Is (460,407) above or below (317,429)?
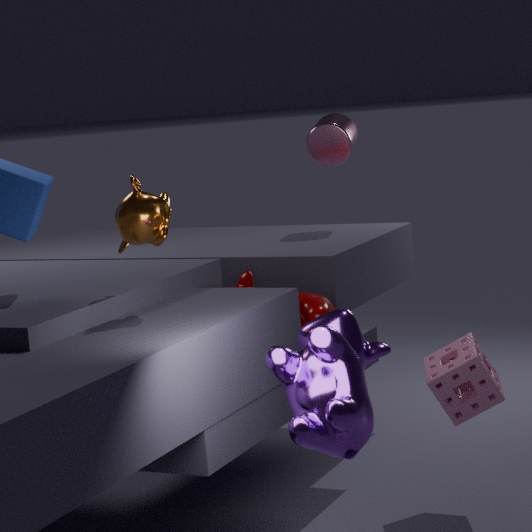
below
